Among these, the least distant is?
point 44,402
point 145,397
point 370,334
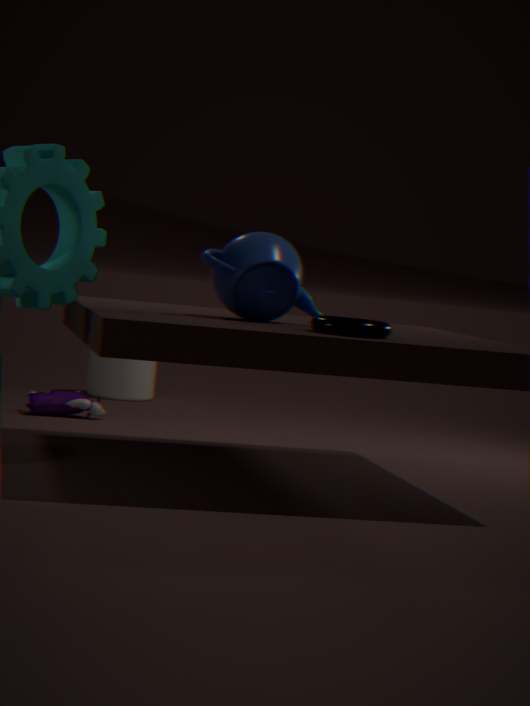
point 370,334
